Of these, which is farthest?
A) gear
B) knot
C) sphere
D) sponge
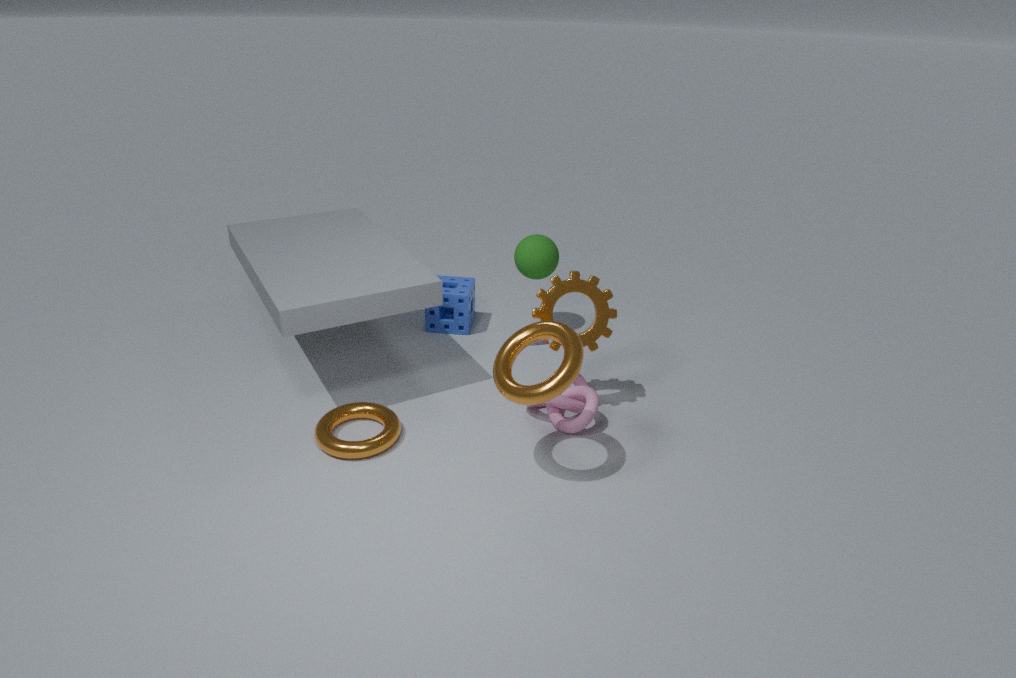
sponge
